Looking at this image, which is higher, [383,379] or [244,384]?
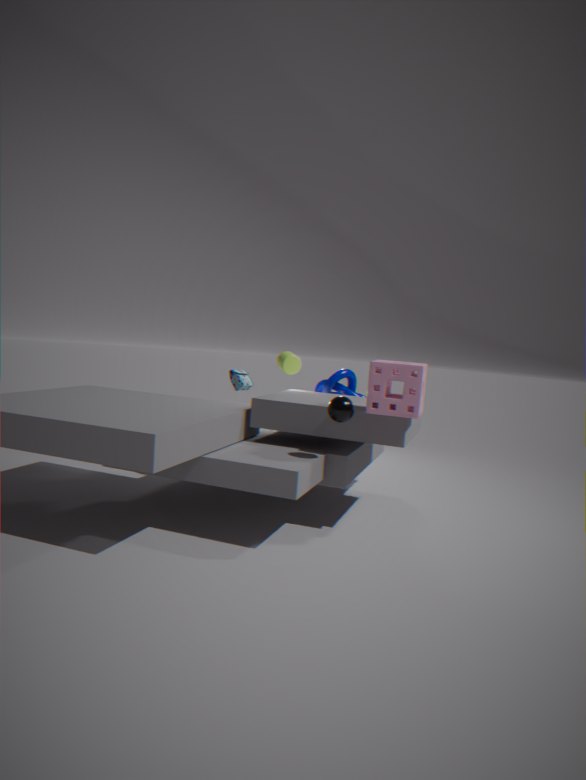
[383,379]
